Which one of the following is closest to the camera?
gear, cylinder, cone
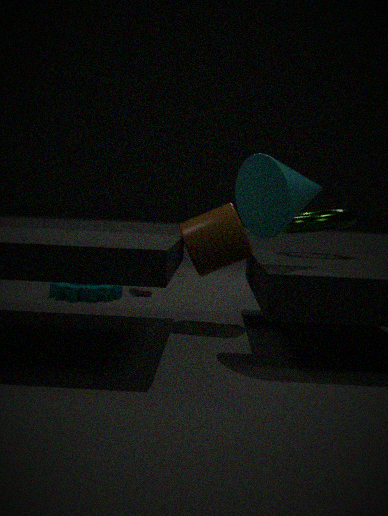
cone
